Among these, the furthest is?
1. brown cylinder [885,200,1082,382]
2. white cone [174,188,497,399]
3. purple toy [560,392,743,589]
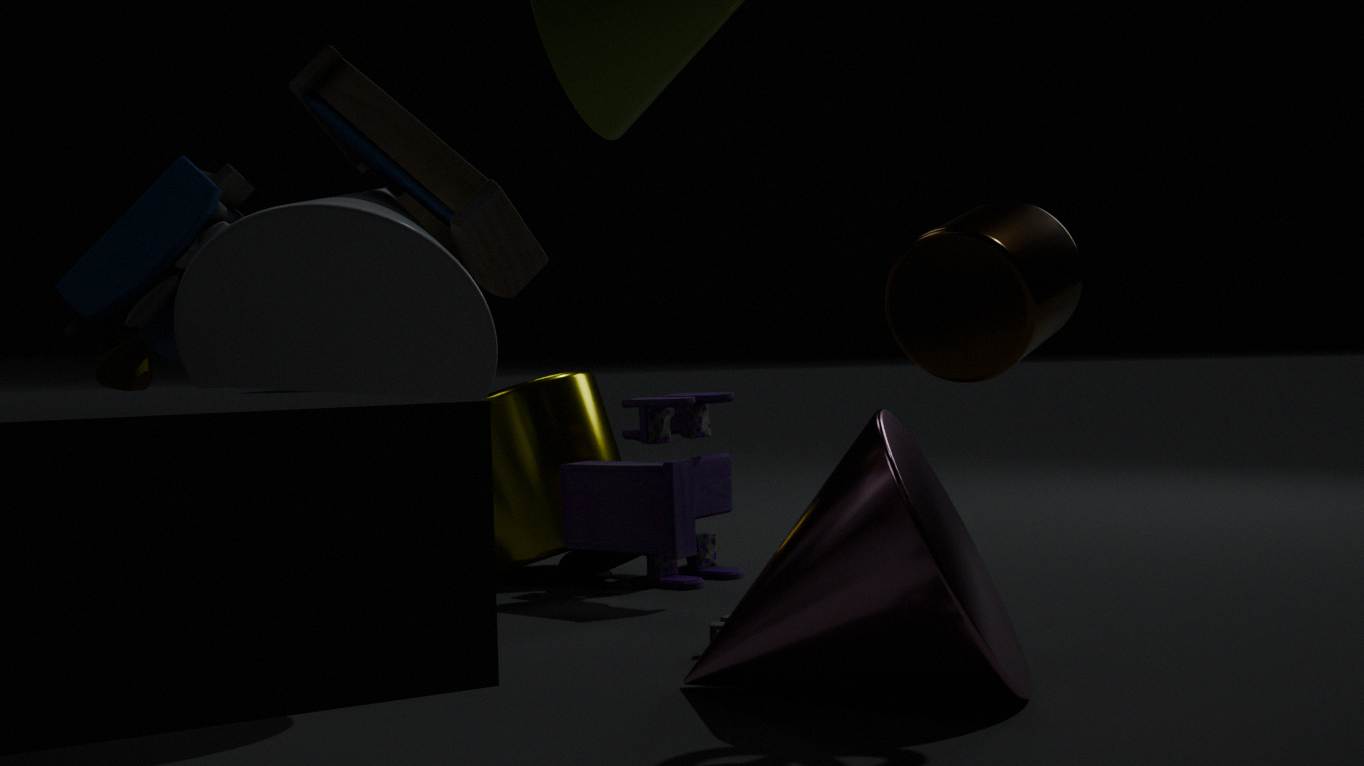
purple toy [560,392,743,589]
